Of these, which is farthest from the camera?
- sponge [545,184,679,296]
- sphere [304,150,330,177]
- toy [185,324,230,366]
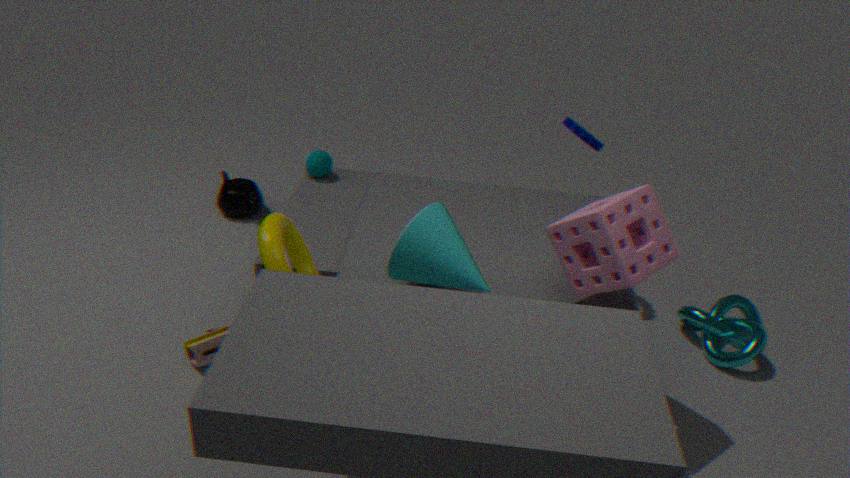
sphere [304,150,330,177]
